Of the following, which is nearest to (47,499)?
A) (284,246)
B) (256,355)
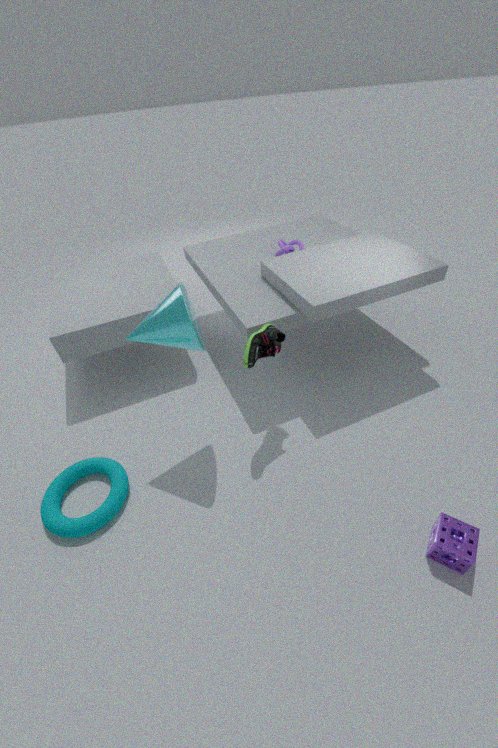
(256,355)
